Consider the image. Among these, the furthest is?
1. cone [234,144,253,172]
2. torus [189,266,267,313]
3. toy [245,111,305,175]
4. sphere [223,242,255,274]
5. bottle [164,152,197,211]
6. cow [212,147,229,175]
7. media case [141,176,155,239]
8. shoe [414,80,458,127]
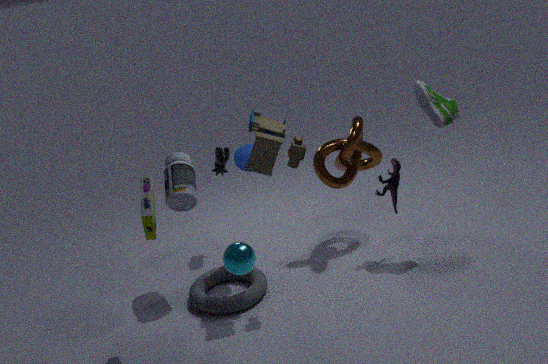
cow [212,147,229,175]
